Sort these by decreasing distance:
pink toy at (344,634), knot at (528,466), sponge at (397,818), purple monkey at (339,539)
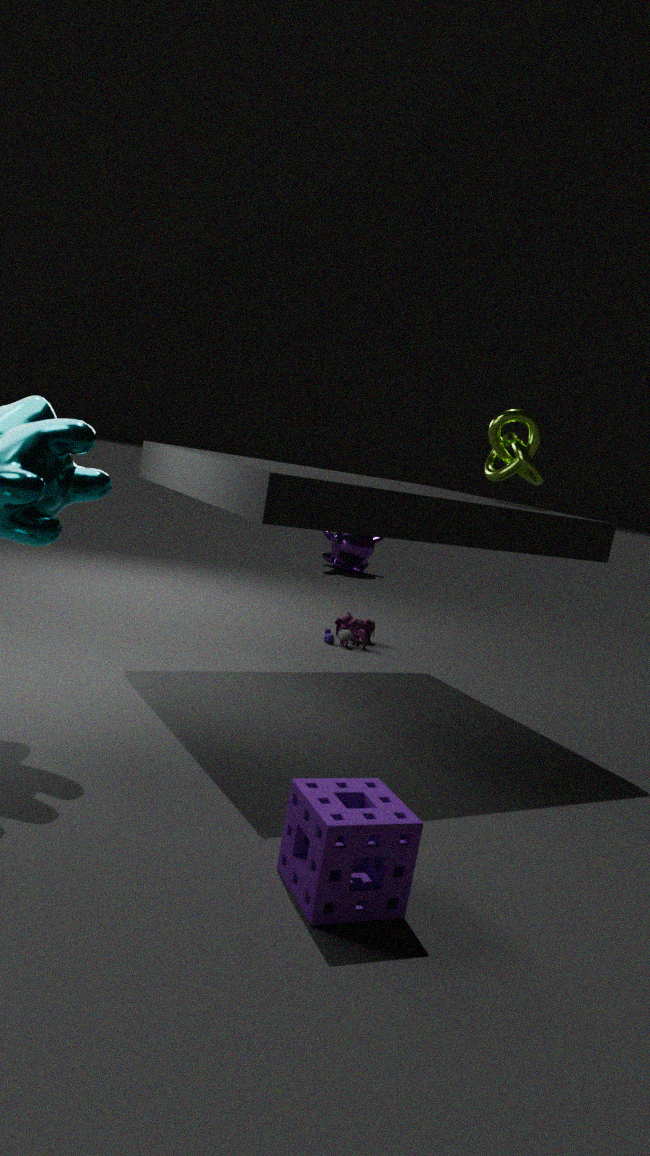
1. purple monkey at (339,539)
2. pink toy at (344,634)
3. knot at (528,466)
4. sponge at (397,818)
